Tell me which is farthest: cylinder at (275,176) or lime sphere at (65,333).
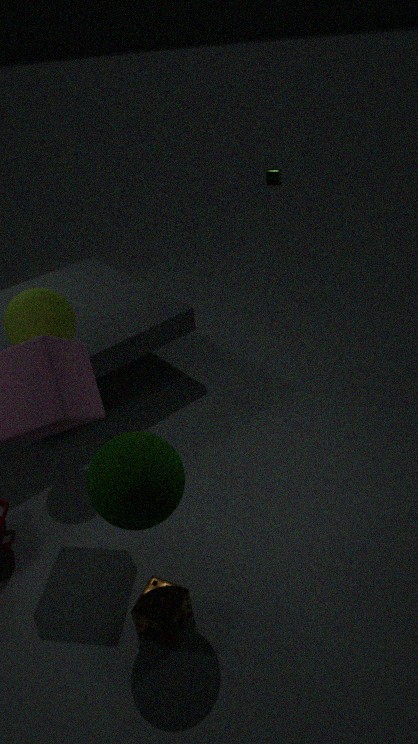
cylinder at (275,176)
